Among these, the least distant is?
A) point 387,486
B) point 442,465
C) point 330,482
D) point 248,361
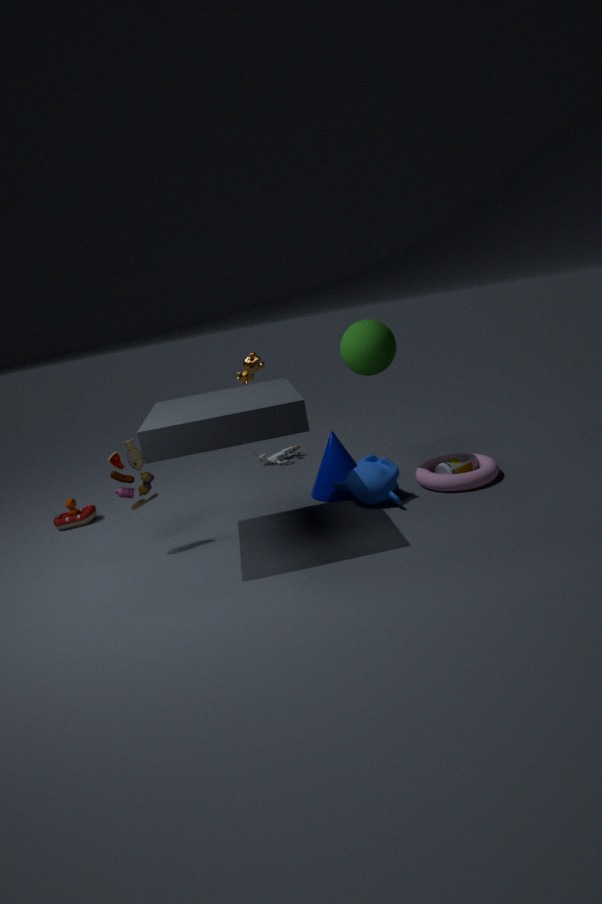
point 387,486
